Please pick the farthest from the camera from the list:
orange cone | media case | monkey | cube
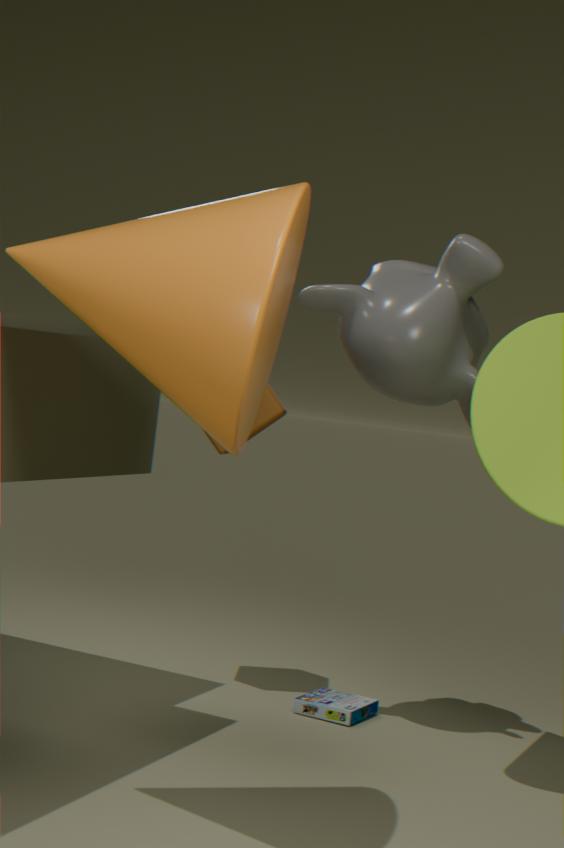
media case
